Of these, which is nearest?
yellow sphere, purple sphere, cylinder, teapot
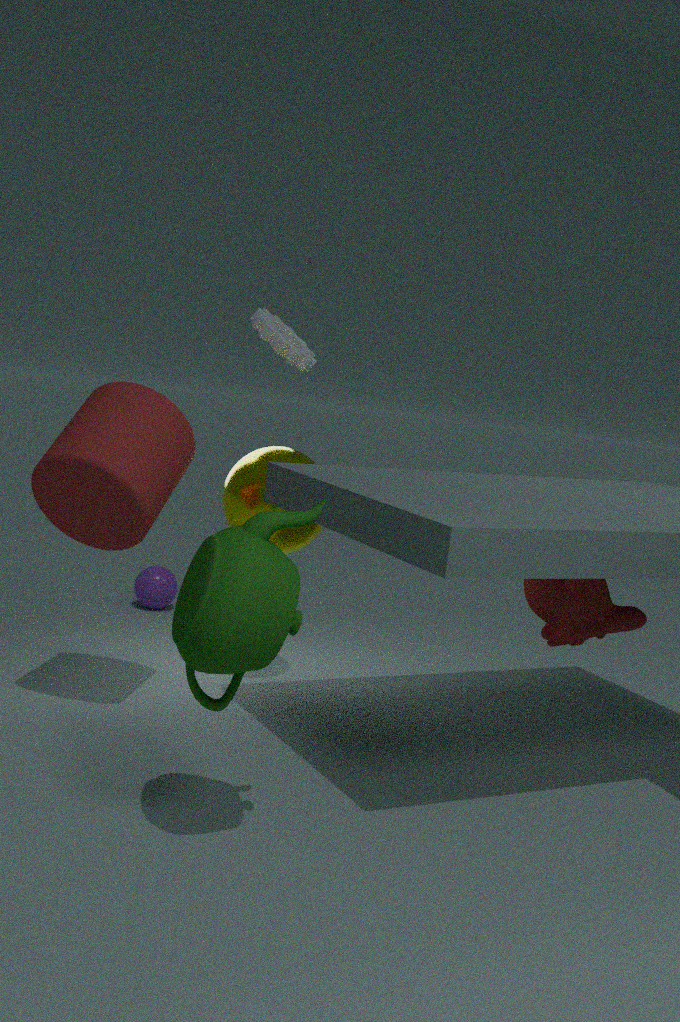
teapot
